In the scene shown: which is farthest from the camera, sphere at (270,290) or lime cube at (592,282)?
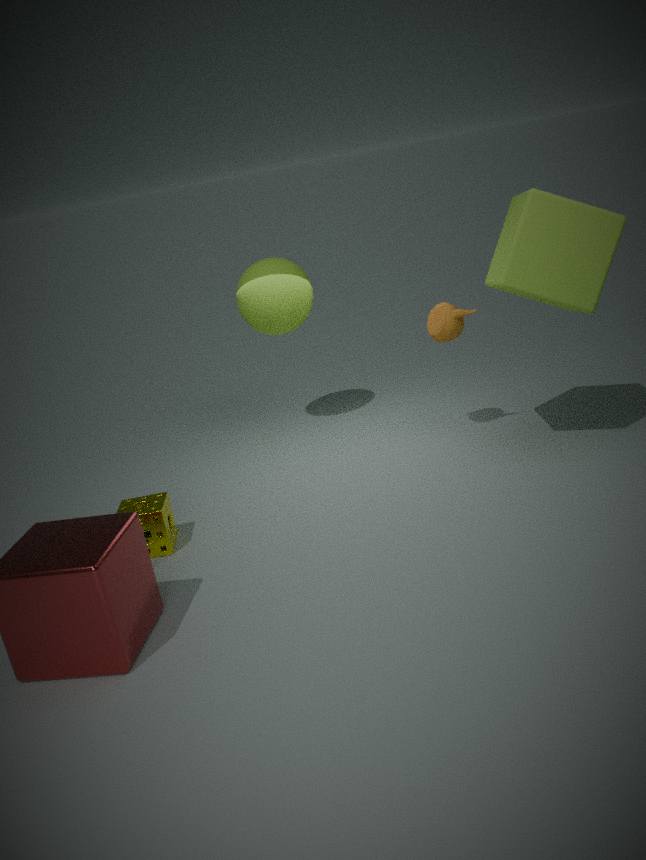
sphere at (270,290)
